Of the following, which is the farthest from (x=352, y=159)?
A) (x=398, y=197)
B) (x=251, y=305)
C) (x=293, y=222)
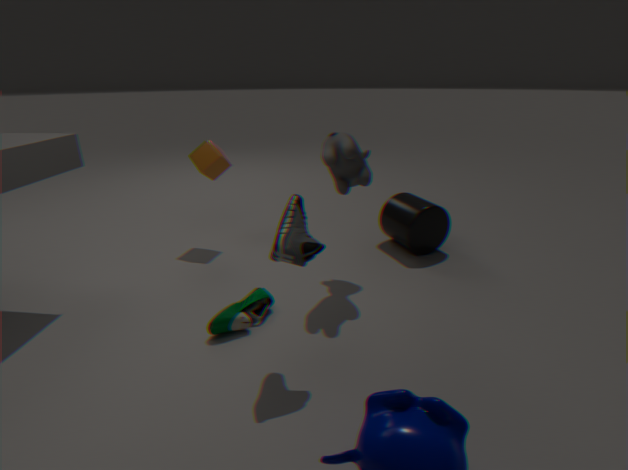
(x=251, y=305)
